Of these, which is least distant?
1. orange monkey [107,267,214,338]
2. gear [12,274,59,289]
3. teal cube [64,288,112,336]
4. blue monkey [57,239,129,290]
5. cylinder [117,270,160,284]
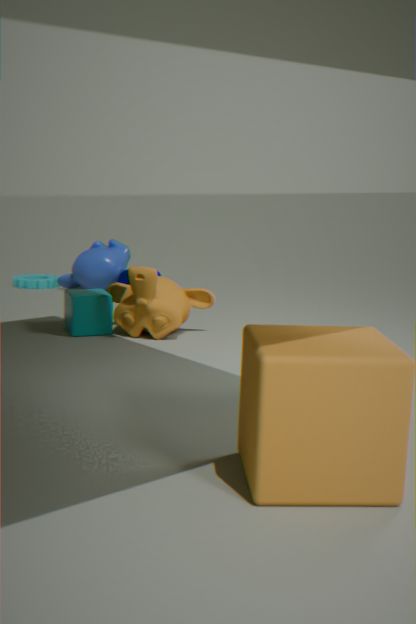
orange monkey [107,267,214,338]
